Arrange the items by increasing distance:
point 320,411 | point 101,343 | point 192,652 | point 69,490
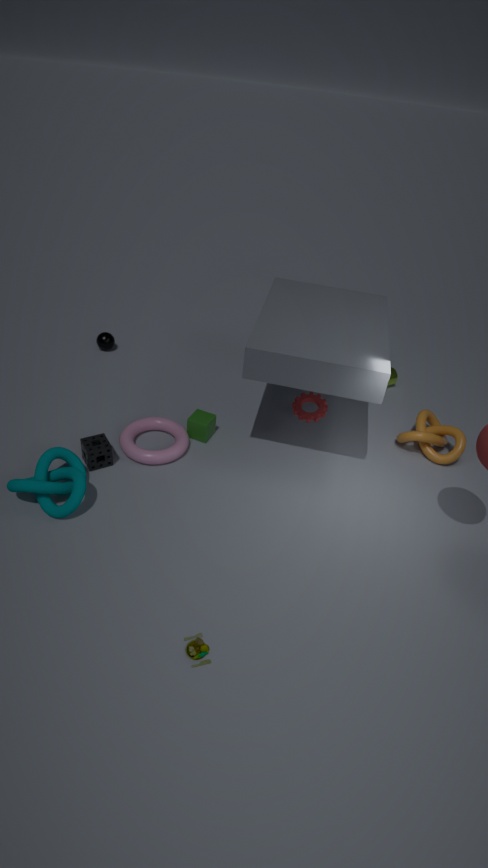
1. point 192,652
2. point 69,490
3. point 320,411
4. point 101,343
